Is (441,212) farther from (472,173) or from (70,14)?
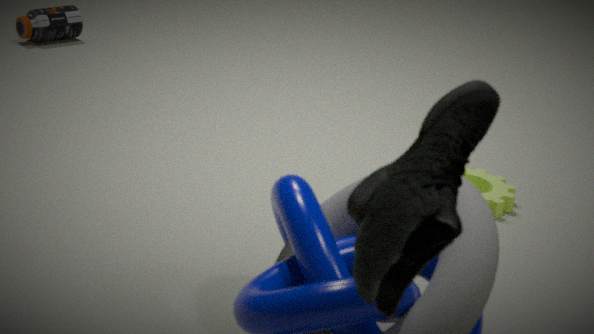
(70,14)
